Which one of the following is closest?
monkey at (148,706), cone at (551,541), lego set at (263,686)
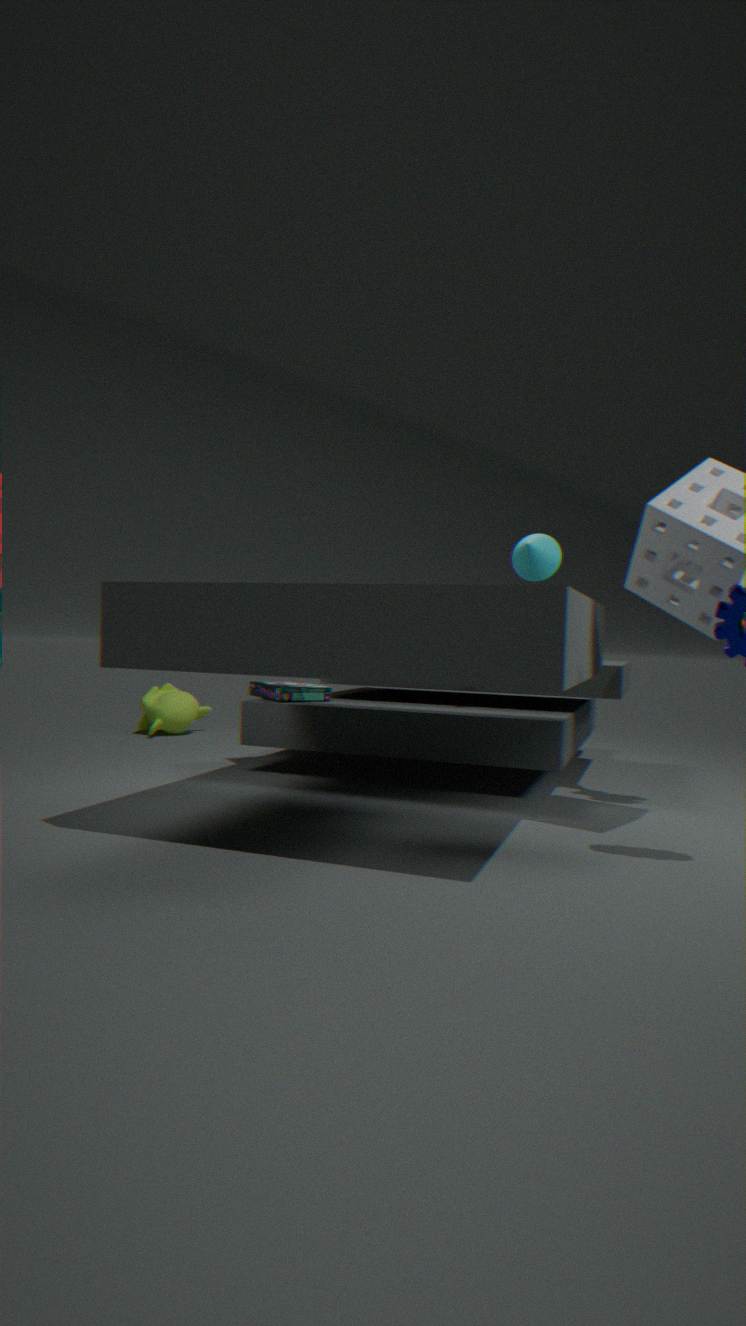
cone at (551,541)
